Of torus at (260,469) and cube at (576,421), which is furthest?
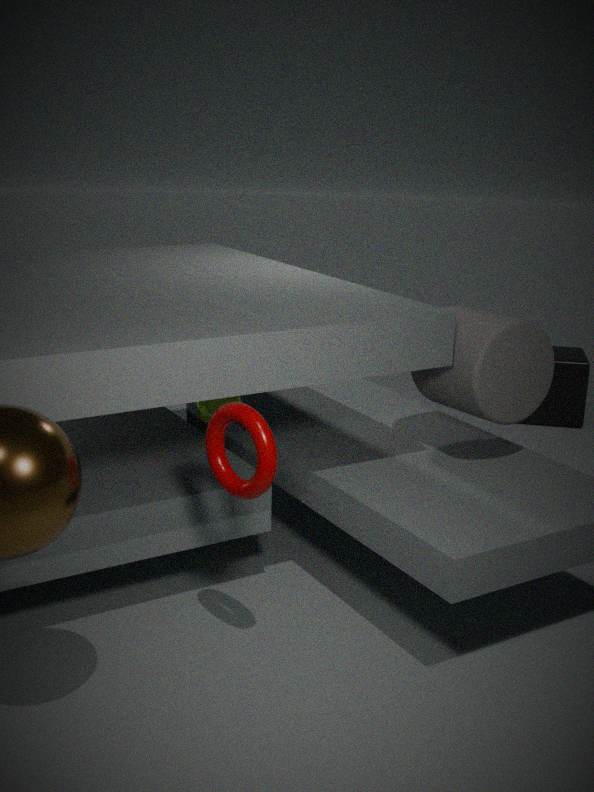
cube at (576,421)
